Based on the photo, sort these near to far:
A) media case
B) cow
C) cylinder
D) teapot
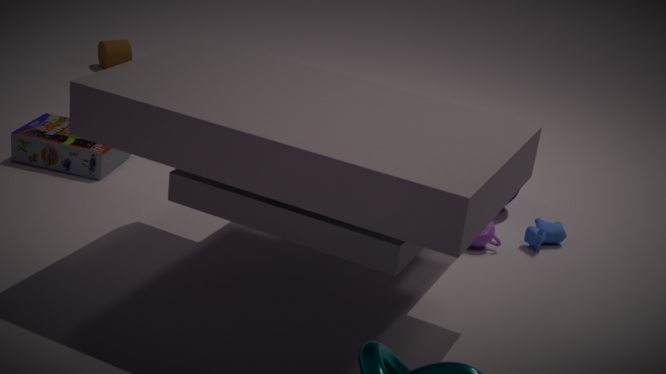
1. teapot
2. cow
3. media case
4. cylinder
